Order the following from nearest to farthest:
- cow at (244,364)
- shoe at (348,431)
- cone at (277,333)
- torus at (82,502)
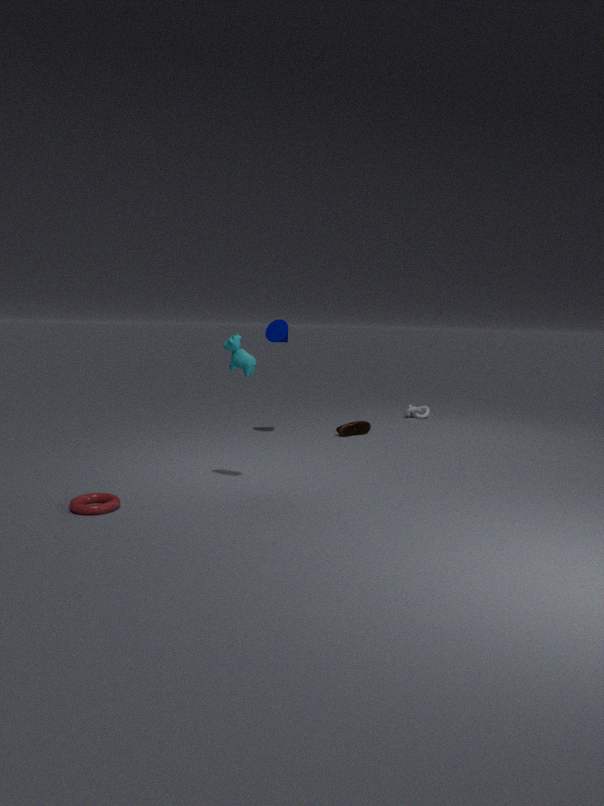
torus at (82,502) < cow at (244,364) < cone at (277,333) < shoe at (348,431)
